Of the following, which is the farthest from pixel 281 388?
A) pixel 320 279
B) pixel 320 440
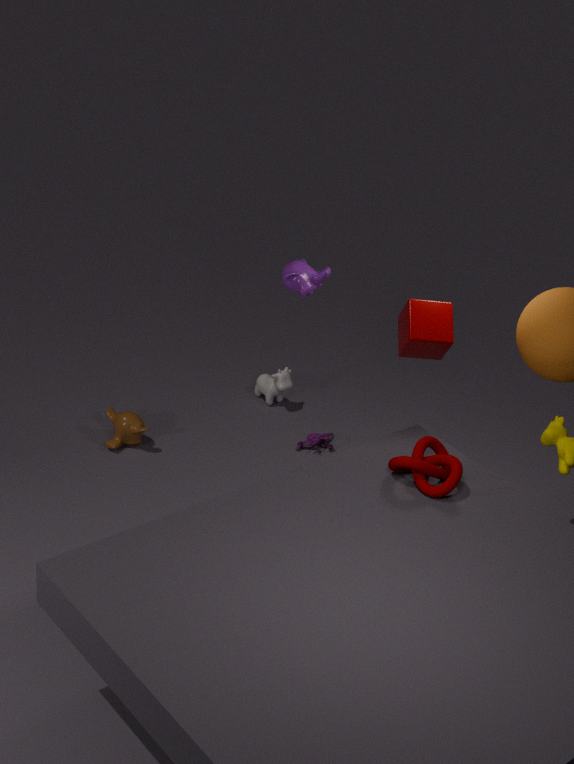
pixel 320 279
